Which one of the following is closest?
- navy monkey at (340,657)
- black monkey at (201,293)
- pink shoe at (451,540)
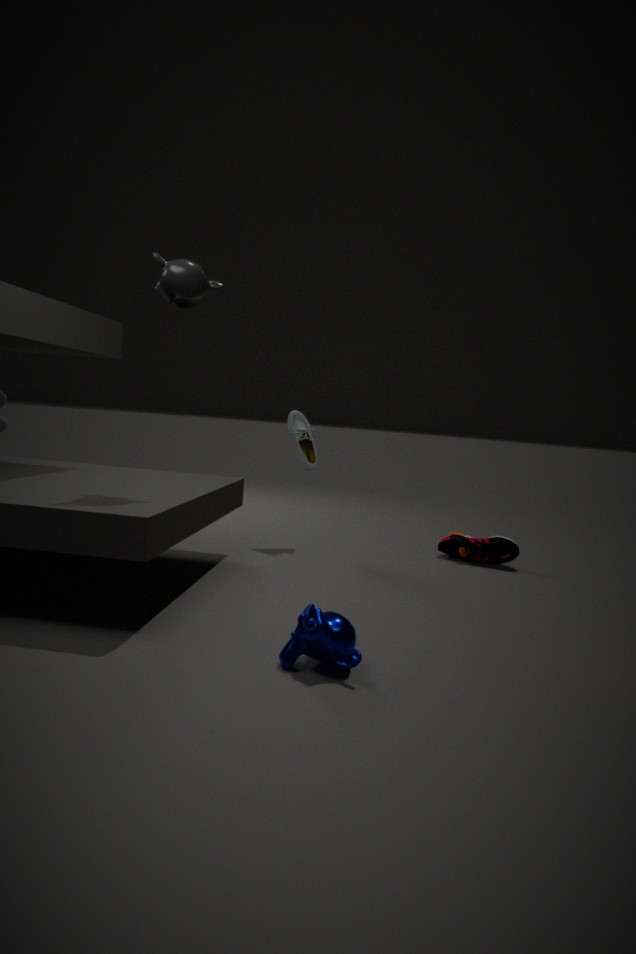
navy monkey at (340,657)
